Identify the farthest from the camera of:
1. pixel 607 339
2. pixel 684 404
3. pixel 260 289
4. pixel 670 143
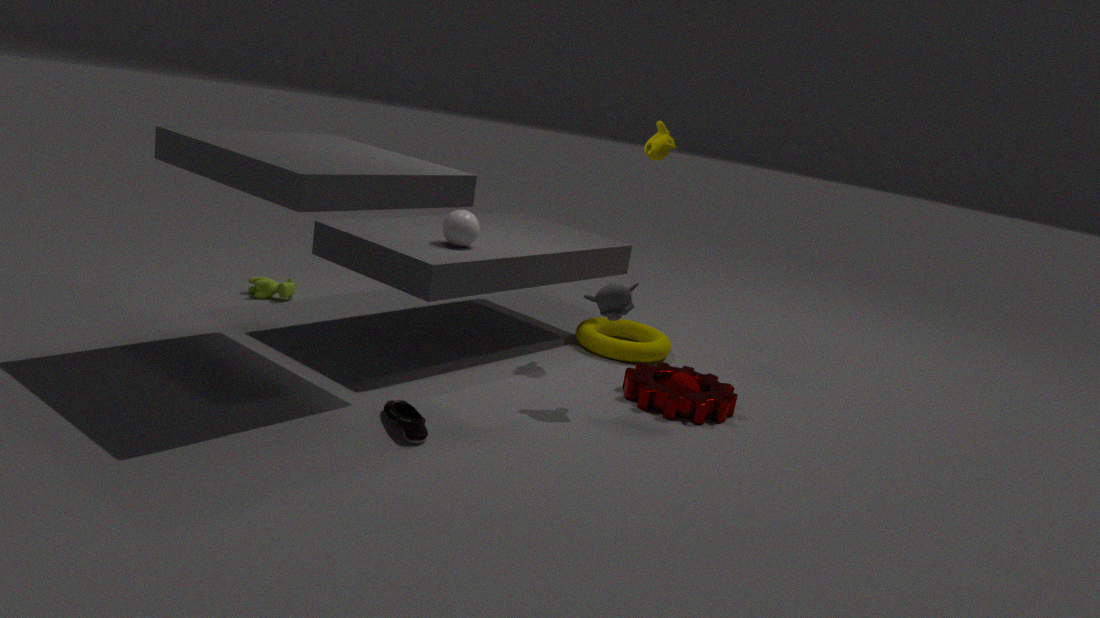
pixel 260 289
